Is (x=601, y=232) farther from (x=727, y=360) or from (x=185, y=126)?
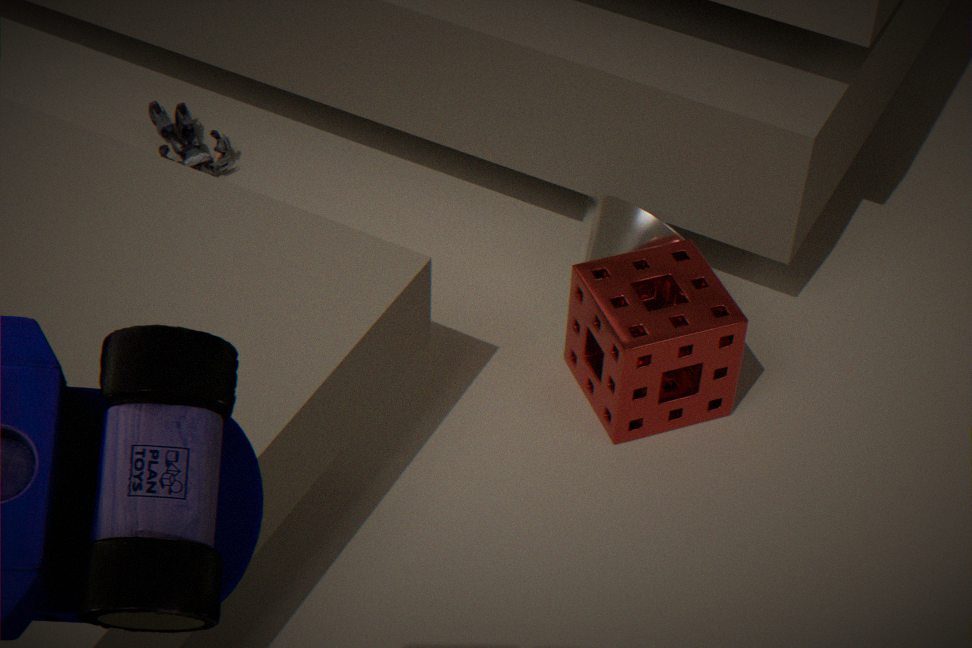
(x=185, y=126)
